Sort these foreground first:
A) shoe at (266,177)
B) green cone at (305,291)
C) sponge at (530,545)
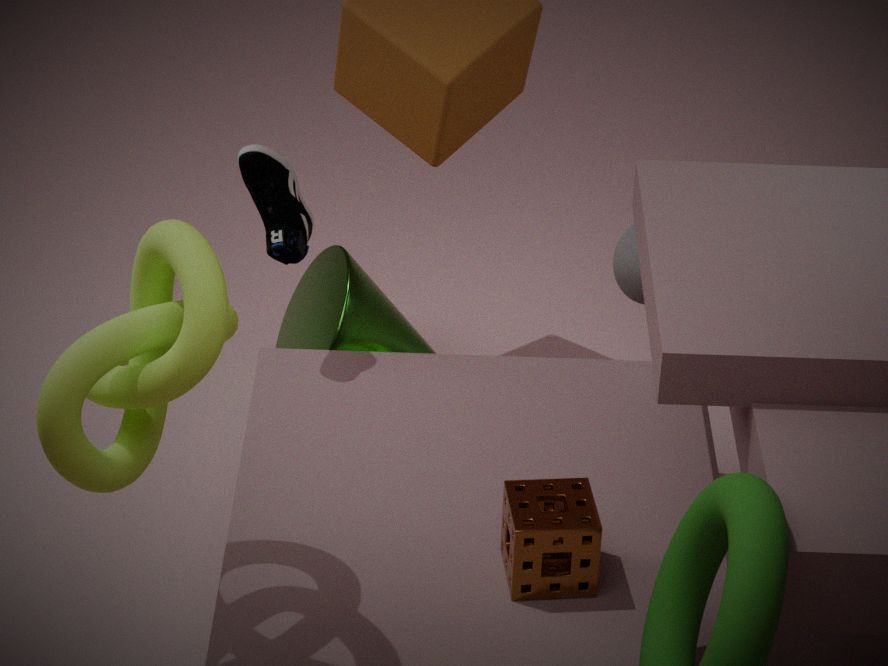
sponge at (530,545), shoe at (266,177), green cone at (305,291)
